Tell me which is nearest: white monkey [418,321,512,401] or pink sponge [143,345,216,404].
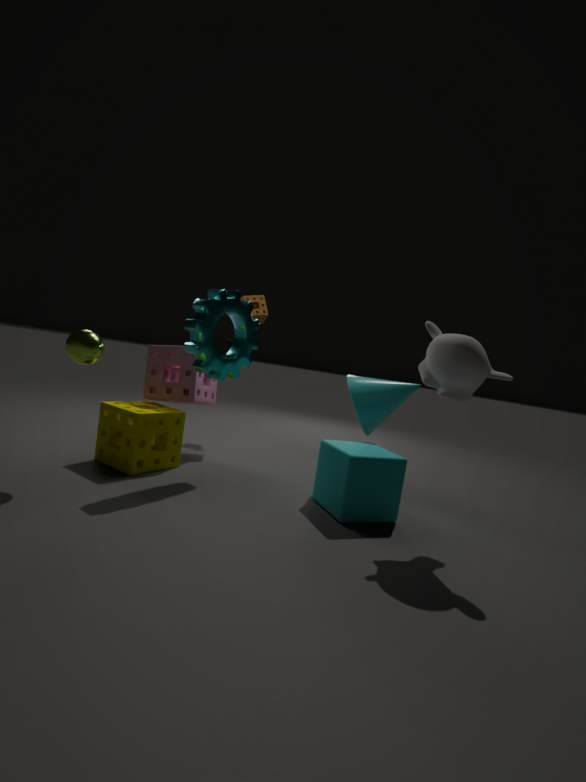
white monkey [418,321,512,401]
